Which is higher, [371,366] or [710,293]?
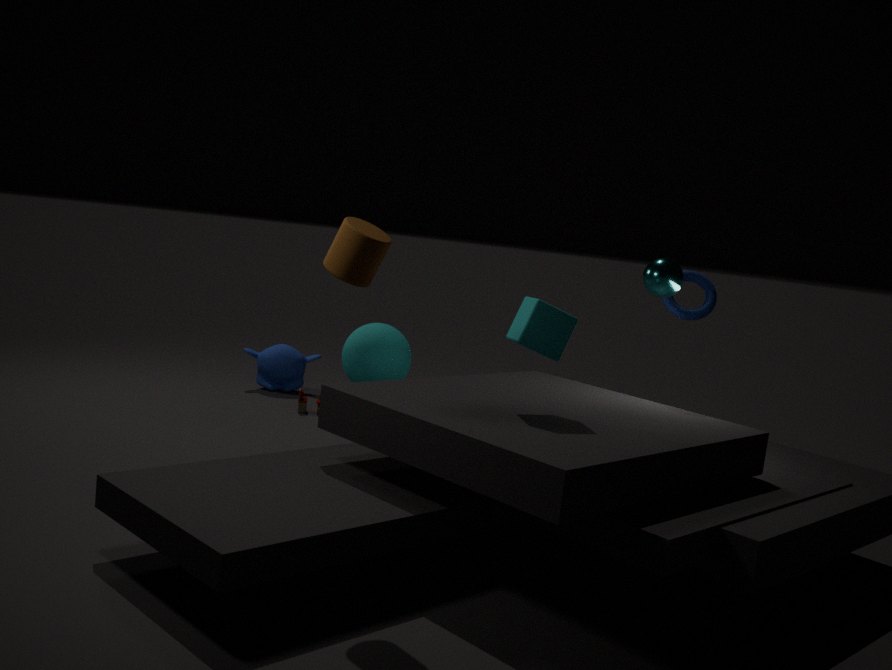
[710,293]
